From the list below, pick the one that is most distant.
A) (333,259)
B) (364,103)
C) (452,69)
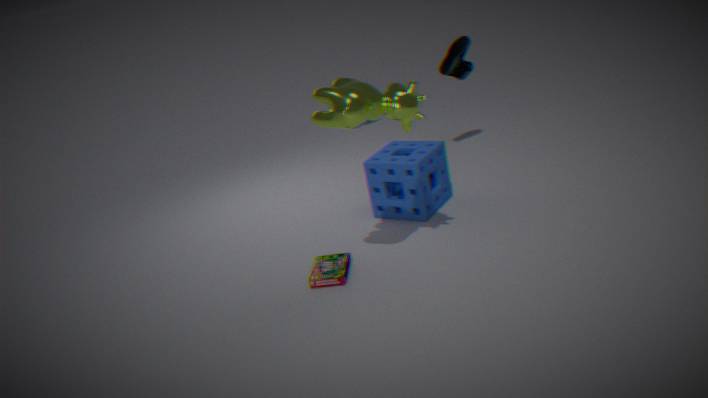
(452,69)
